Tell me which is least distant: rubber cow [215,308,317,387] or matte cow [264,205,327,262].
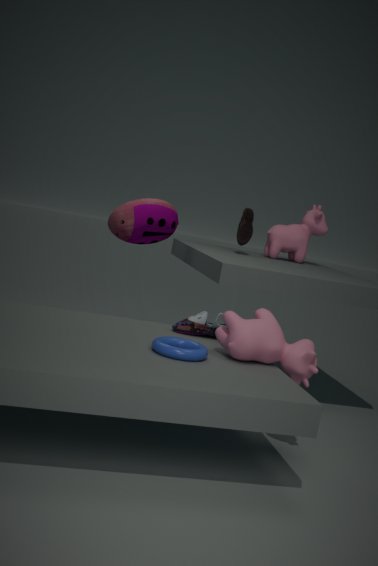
rubber cow [215,308,317,387]
